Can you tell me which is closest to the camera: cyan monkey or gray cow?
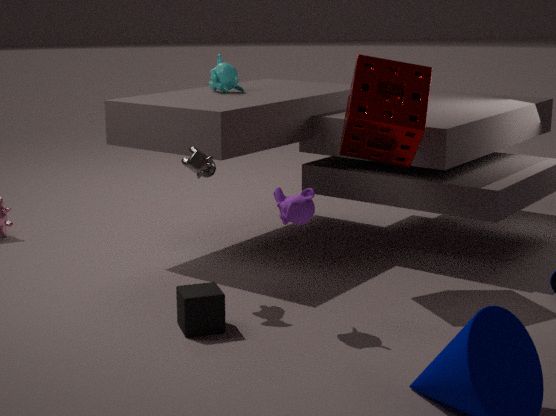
gray cow
